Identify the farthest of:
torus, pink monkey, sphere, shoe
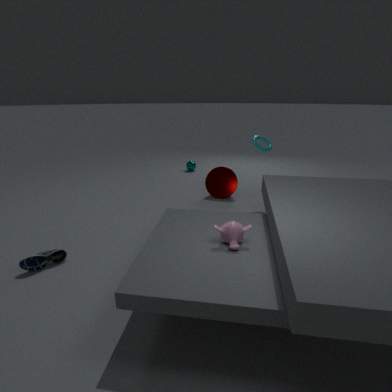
sphere
